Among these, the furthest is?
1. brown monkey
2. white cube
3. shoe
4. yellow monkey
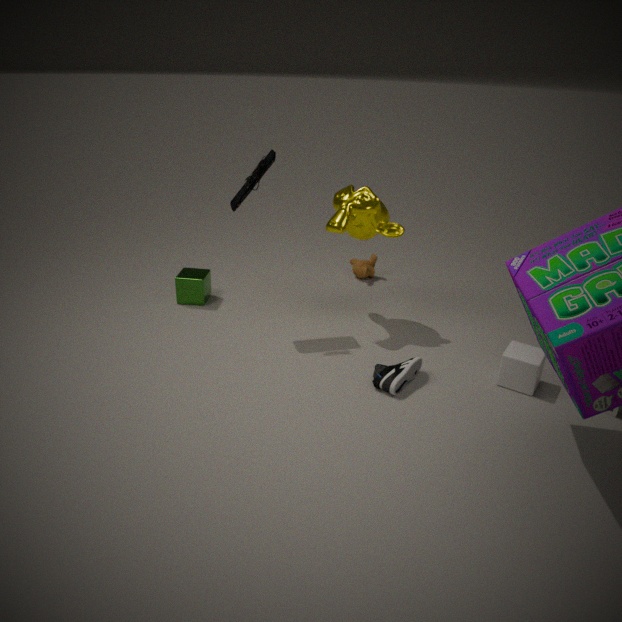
brown monkey
